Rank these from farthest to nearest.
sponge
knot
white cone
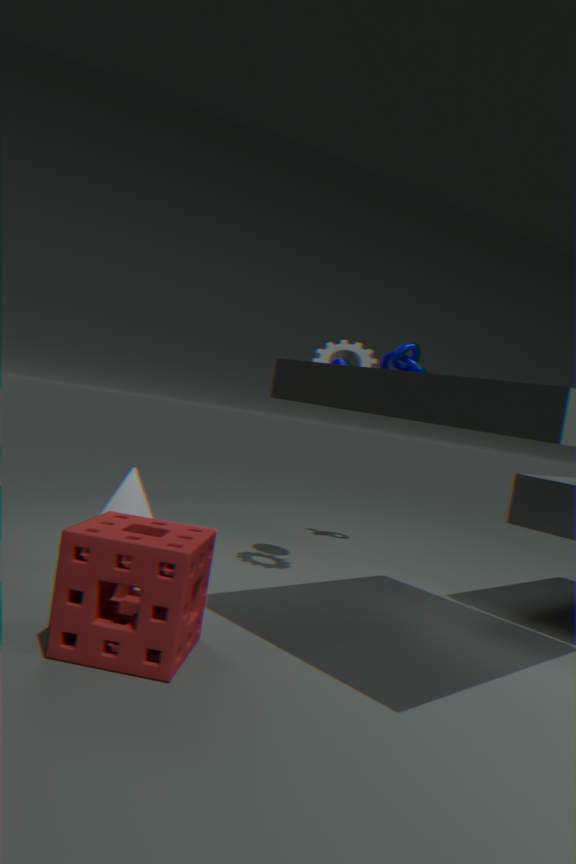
knot
white cone
sponge
